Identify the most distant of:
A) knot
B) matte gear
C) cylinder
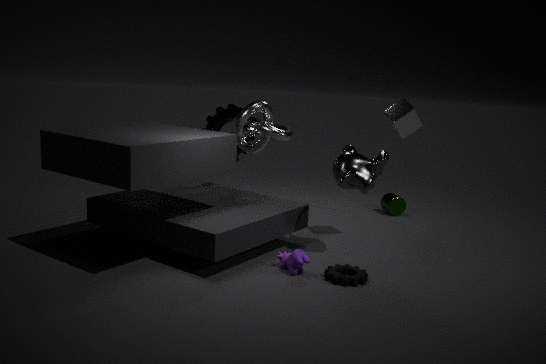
C. cylinder
